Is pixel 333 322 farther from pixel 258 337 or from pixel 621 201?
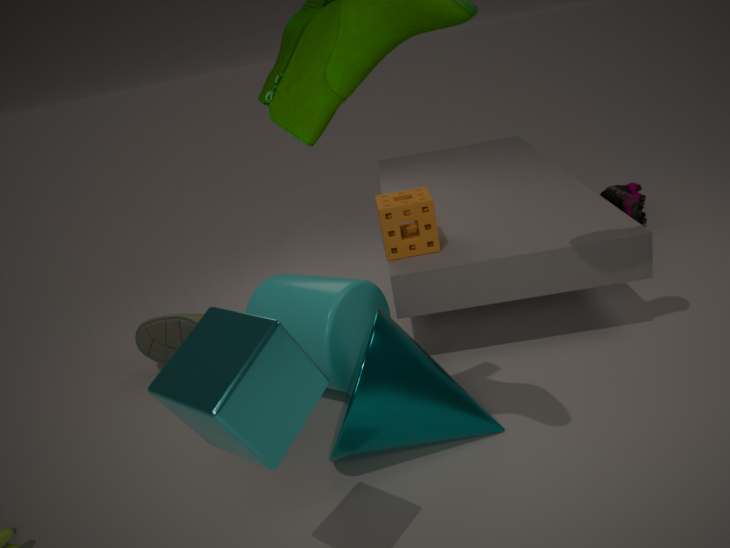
pixel 621 201
